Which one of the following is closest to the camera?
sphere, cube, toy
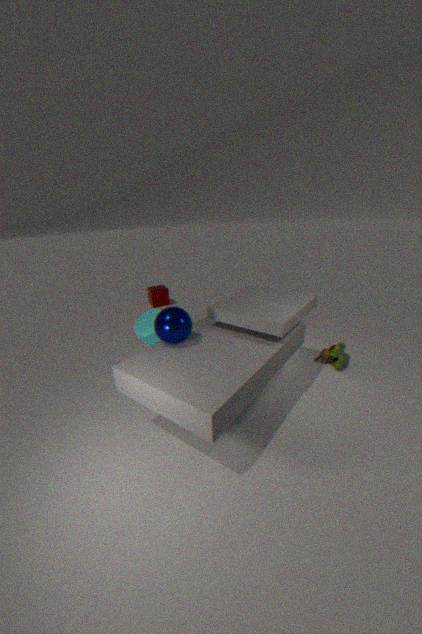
sphere
